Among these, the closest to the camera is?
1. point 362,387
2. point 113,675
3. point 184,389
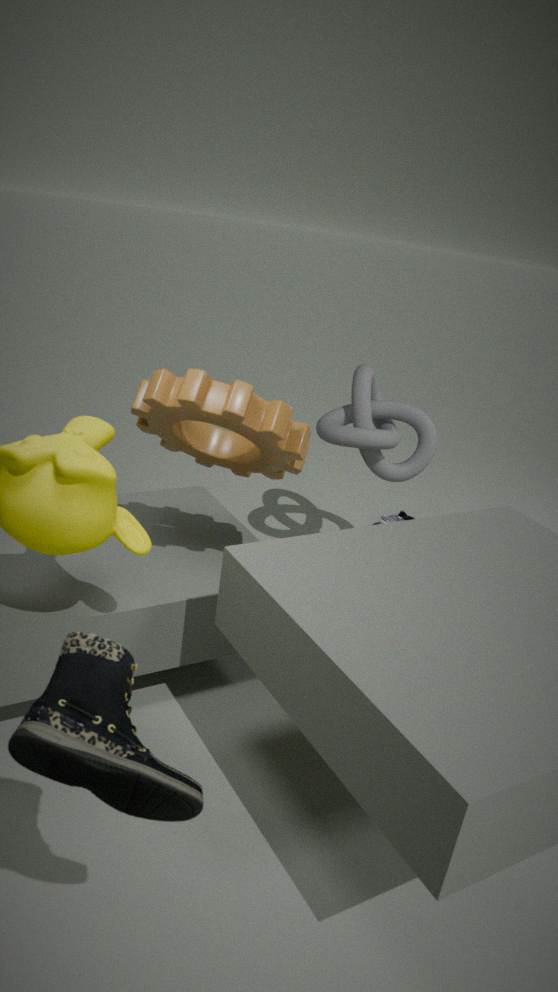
point 113,675
